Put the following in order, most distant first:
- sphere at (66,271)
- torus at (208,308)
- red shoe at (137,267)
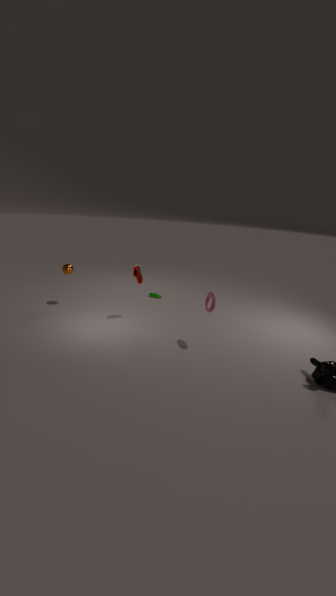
→ sphere at (66,271) < red shoe at (137,267) < torus at (208,308)
